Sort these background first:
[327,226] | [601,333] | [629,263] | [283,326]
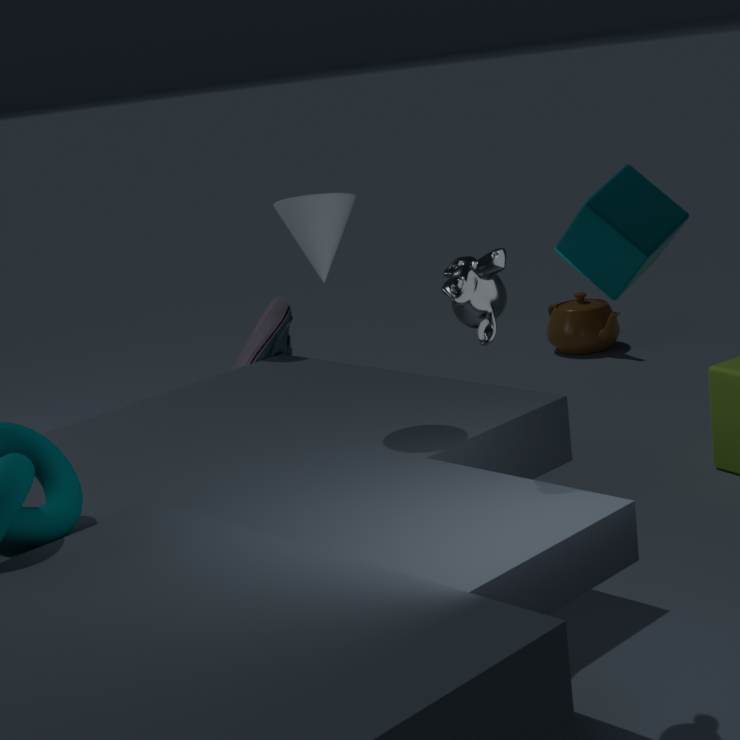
[601,333] < [283,326] < [327,226] < [629,263]
